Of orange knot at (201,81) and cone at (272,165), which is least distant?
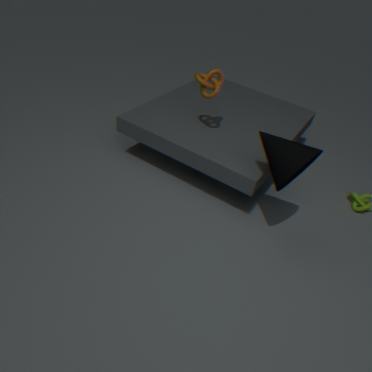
cone at (272,165)
